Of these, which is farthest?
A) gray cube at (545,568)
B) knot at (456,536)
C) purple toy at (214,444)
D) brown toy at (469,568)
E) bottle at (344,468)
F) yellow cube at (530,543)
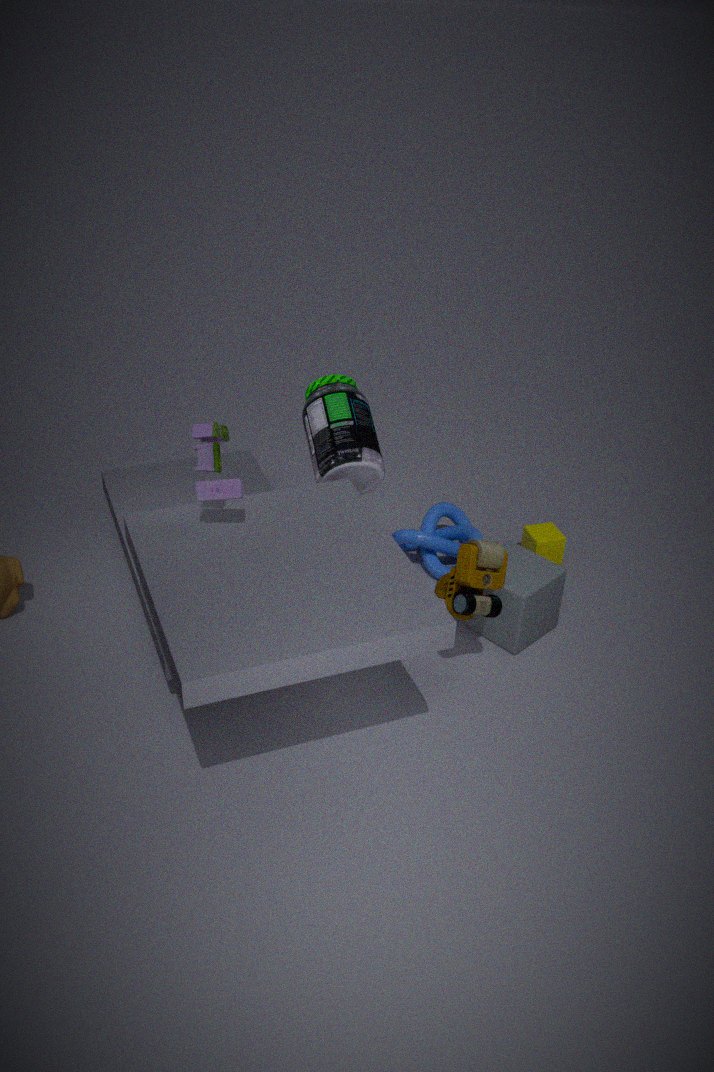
yellow cube at (530,543)
